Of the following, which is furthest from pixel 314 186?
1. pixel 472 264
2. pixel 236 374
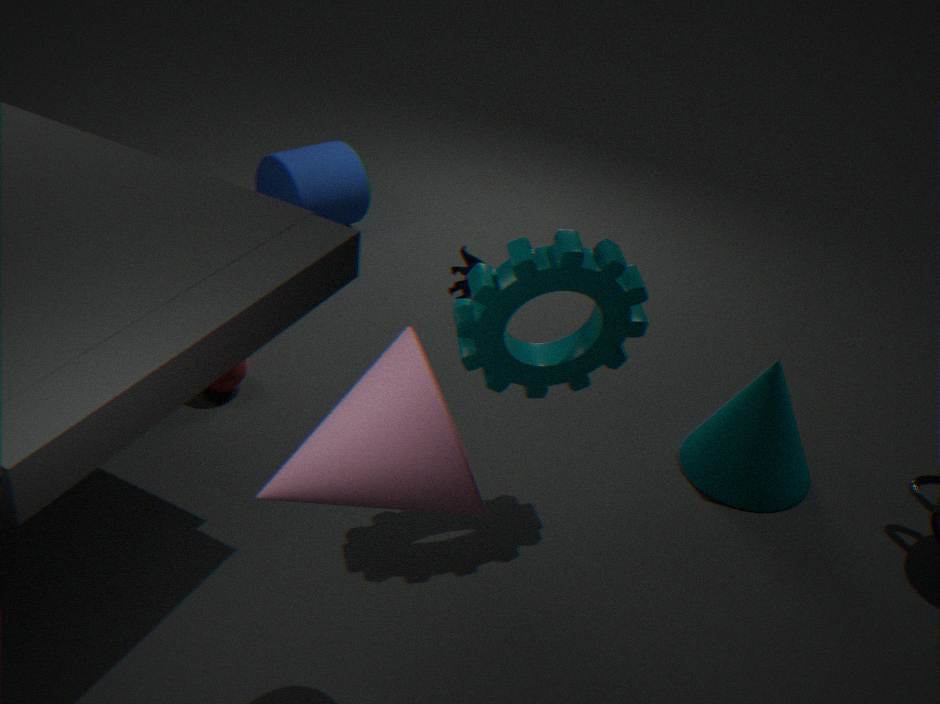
pixel 472 264
